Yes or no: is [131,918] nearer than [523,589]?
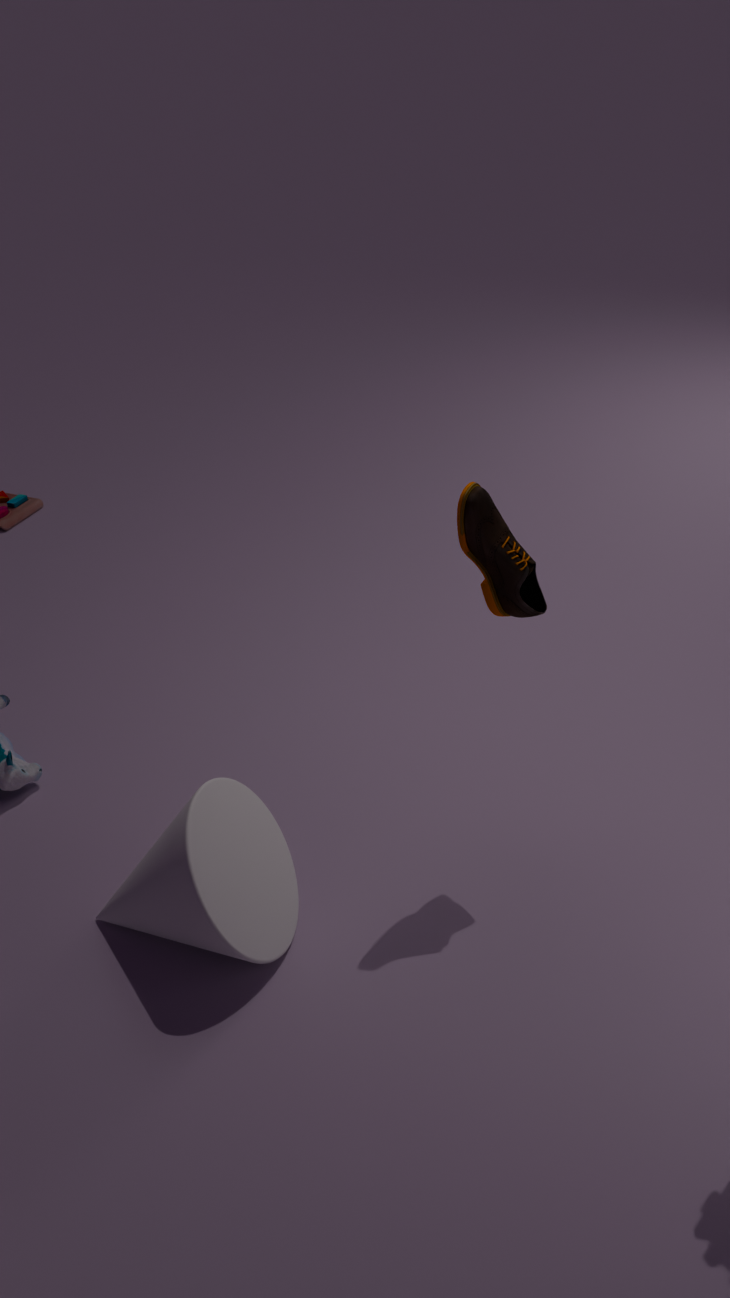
No
